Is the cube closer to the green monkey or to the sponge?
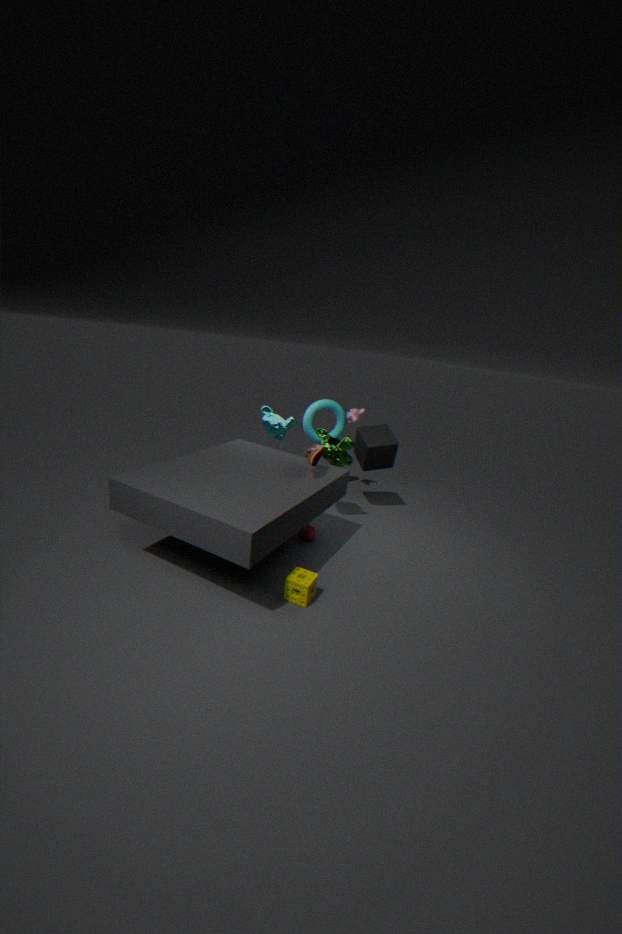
the green monkey
